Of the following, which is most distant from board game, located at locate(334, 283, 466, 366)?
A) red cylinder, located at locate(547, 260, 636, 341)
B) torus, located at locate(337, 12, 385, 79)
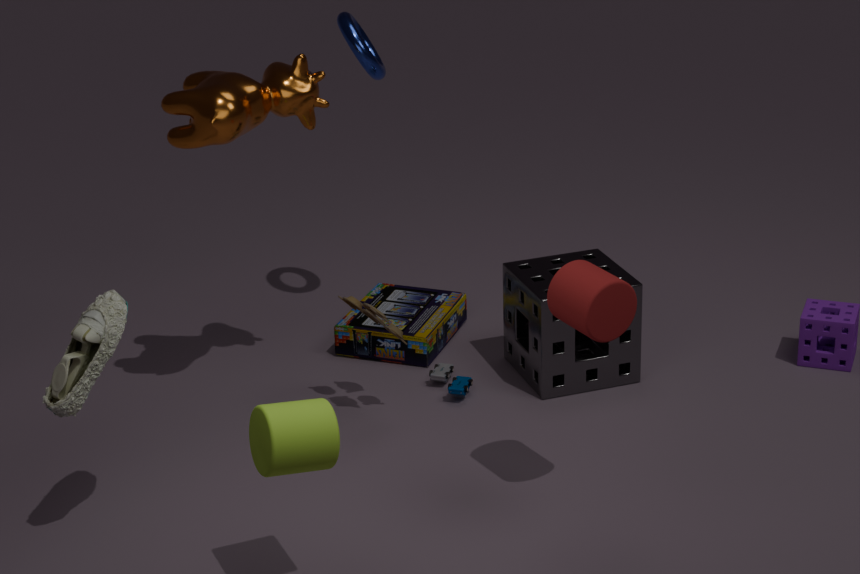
red cylinder, located at locate(547, 260, 636, 341)
